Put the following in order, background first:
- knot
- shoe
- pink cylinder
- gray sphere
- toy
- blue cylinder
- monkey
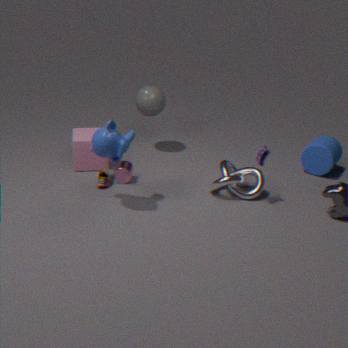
gray sphere → blue cylinder → pink cylinder → shoe → knot → toy → monkey
